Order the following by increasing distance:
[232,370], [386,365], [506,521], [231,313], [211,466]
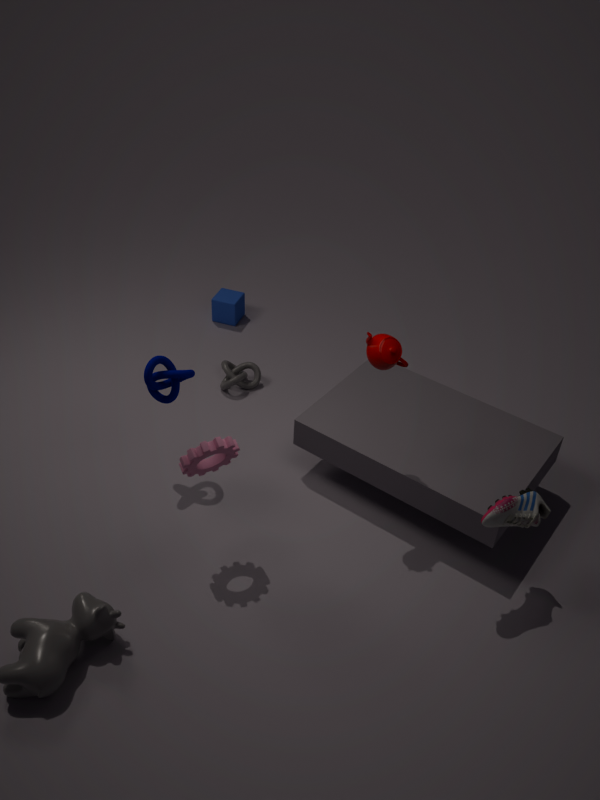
1. [506,521]
2. [386,365]
3. [211,466]
4. [232,370]
5. [231,313]
